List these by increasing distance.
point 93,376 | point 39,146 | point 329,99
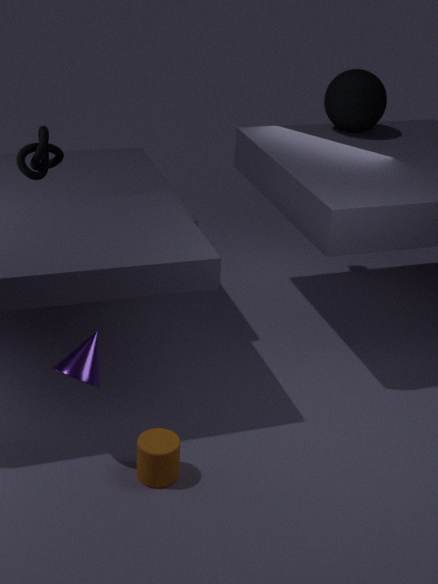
point 93,376 < point 39,146 < point 329,99
